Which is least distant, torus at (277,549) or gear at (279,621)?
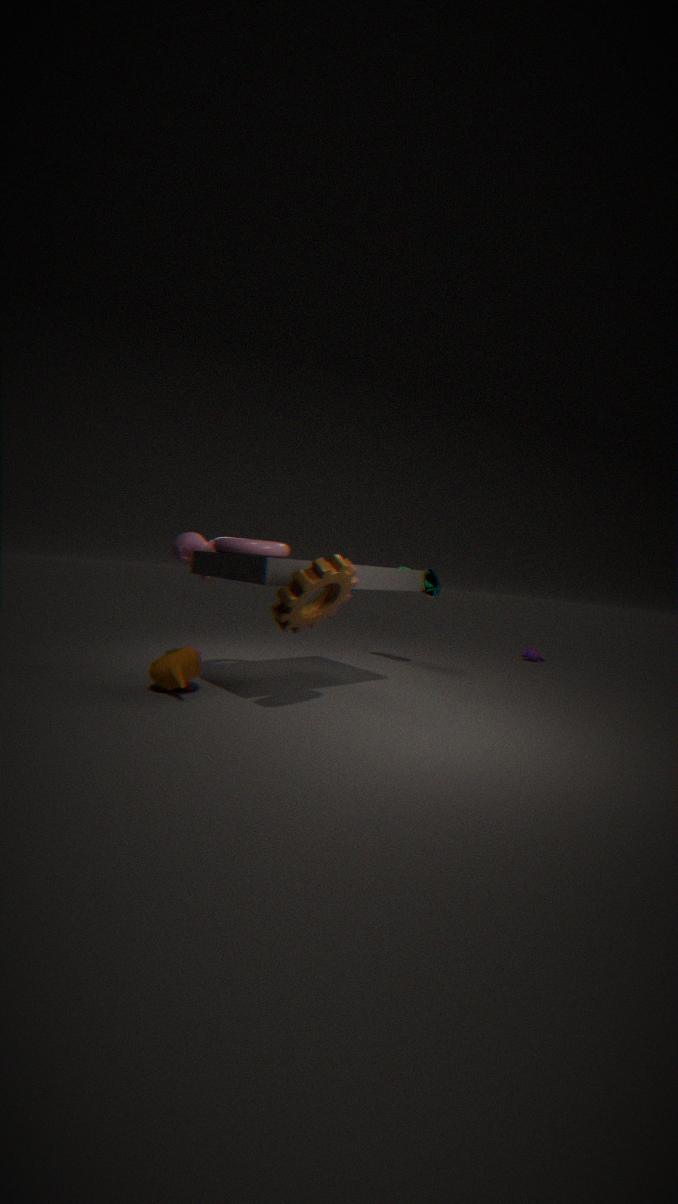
gear at (279,621)
